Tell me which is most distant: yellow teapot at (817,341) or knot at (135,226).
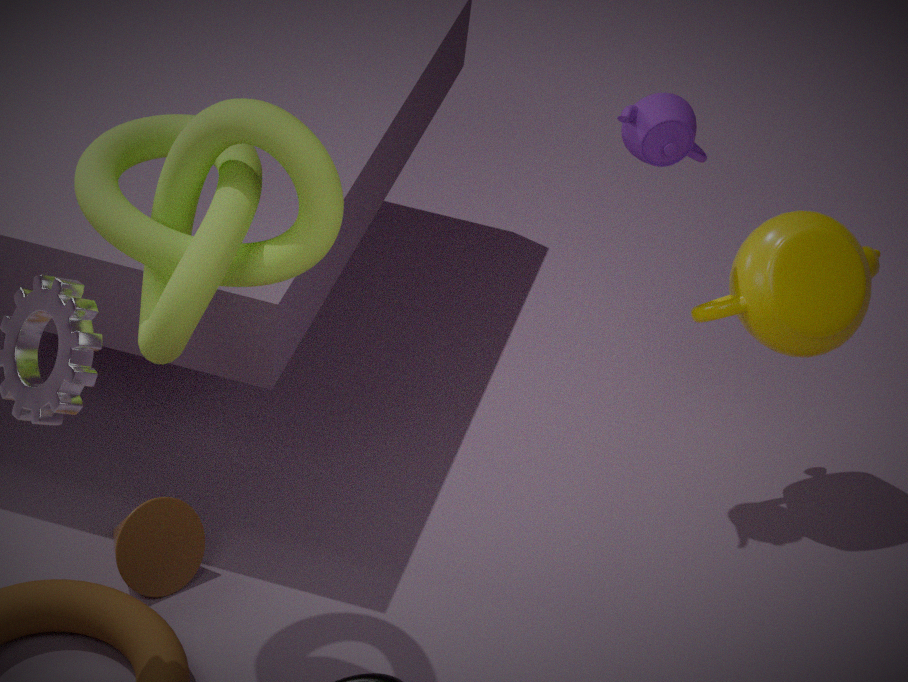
yellow teapot at (817,341)
